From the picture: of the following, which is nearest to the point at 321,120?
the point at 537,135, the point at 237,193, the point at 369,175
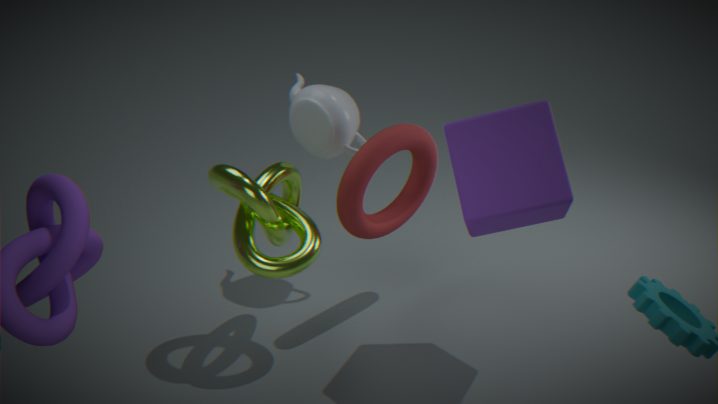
the point at 369,175
